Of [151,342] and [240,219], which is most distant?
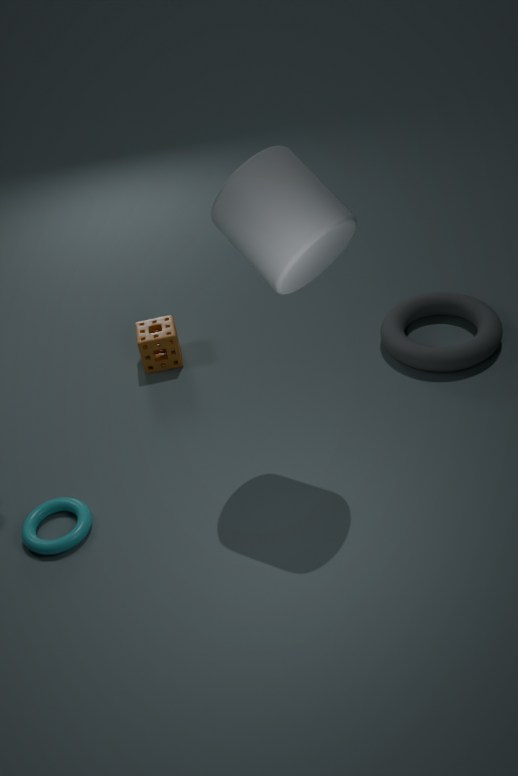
[151,342]
